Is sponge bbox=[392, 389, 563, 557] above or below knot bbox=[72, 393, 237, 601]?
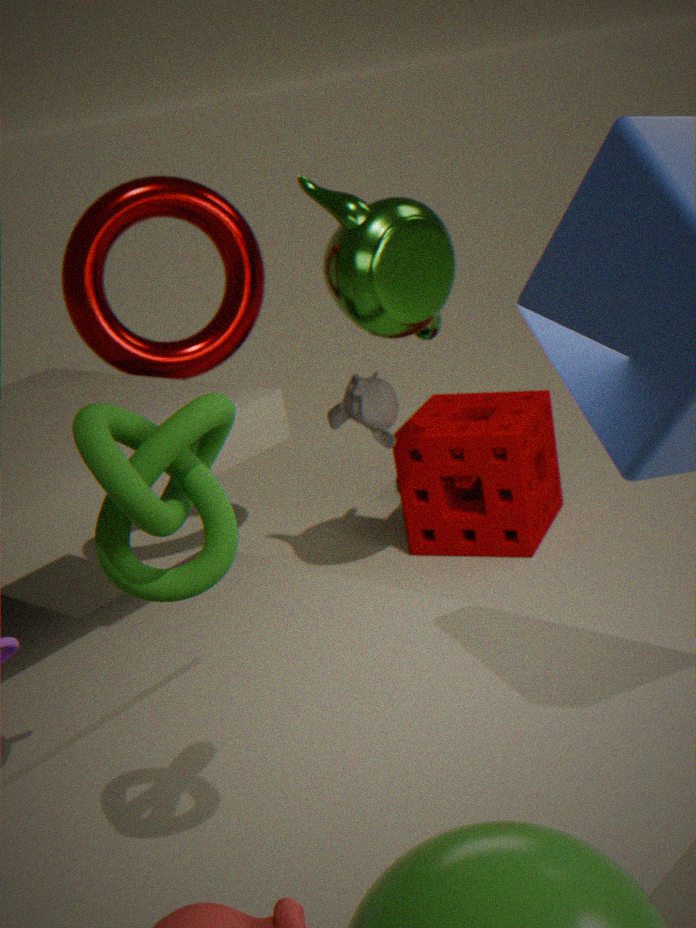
below
